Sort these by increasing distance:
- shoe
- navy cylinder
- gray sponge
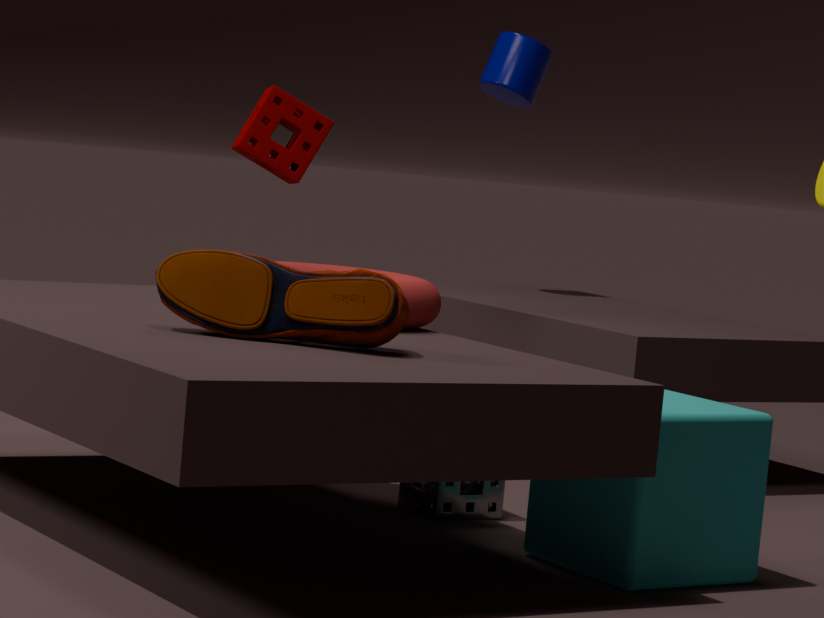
1. shoe
2. gray sponge
3. navy cylinder
